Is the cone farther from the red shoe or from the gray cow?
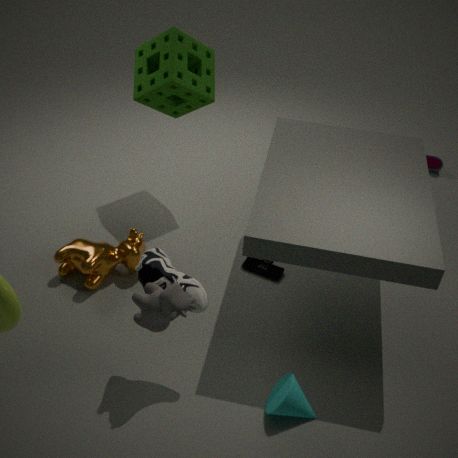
the red shoe
